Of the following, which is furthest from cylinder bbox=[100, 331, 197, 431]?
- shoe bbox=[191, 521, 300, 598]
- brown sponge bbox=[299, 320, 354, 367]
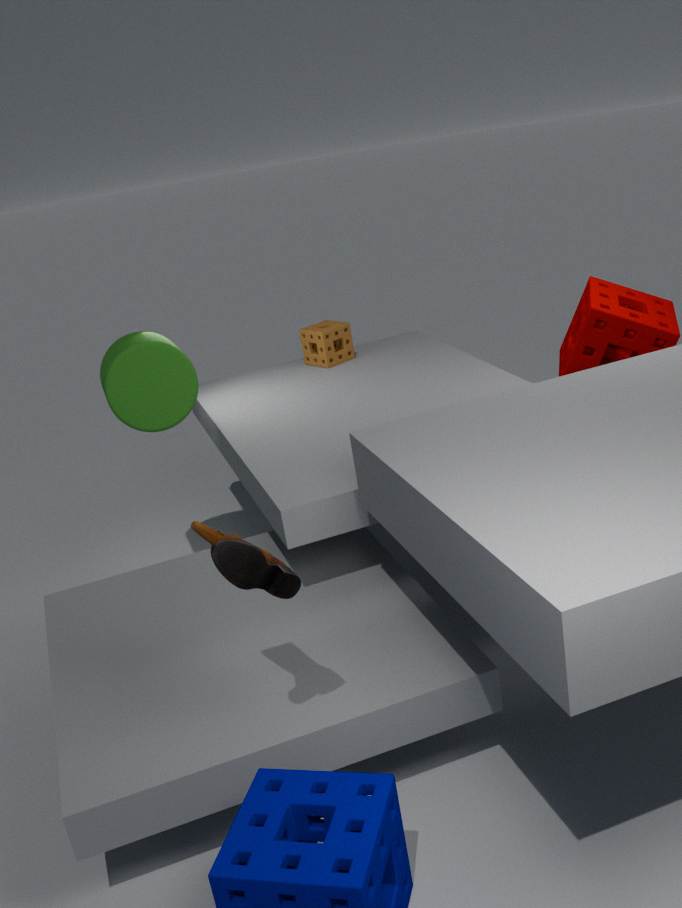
shoe bbox=[191, 521, 300, 598]
